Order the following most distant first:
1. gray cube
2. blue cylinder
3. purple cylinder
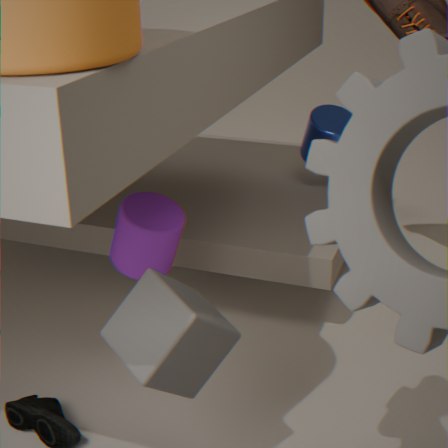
blue cylinder
purple cylinder
gray cube
